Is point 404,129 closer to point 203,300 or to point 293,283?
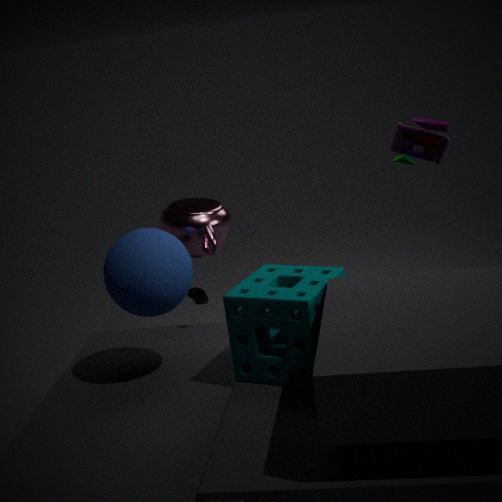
point 293,283
